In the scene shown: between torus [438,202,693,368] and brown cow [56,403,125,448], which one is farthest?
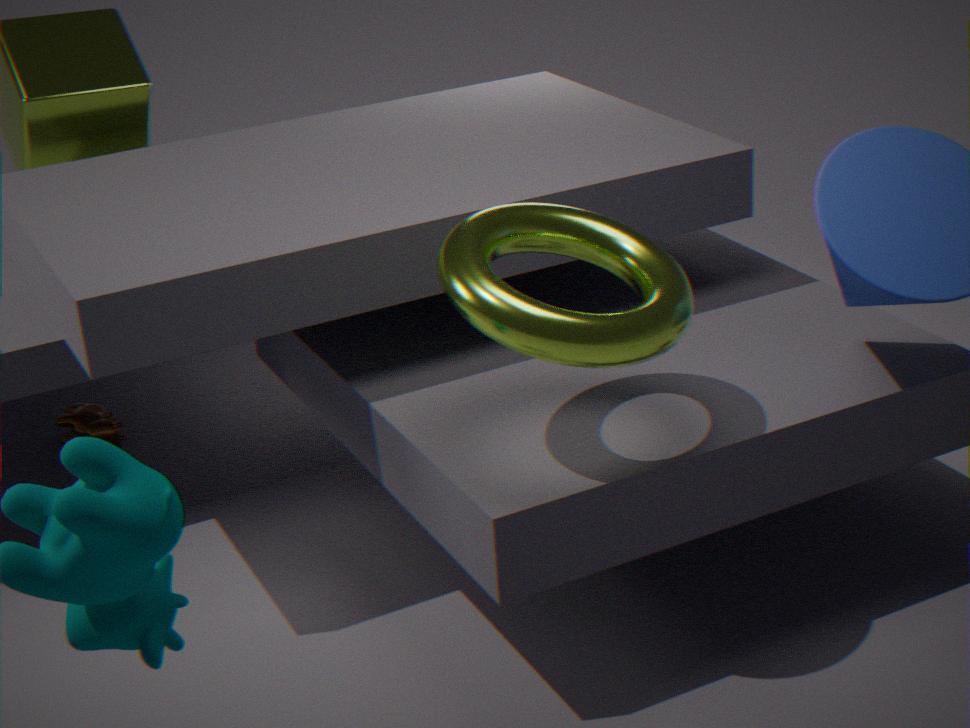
brown cow [56,403,125,448]
